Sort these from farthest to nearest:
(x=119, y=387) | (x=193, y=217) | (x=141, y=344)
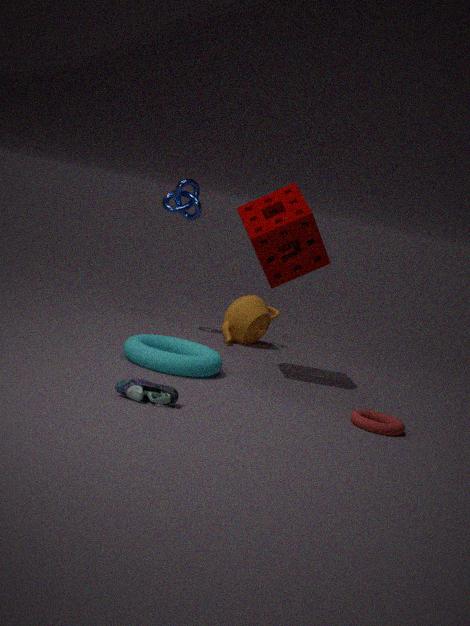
(x=193, y=217) < (x=141, y=344) < (x=119, y=387)
